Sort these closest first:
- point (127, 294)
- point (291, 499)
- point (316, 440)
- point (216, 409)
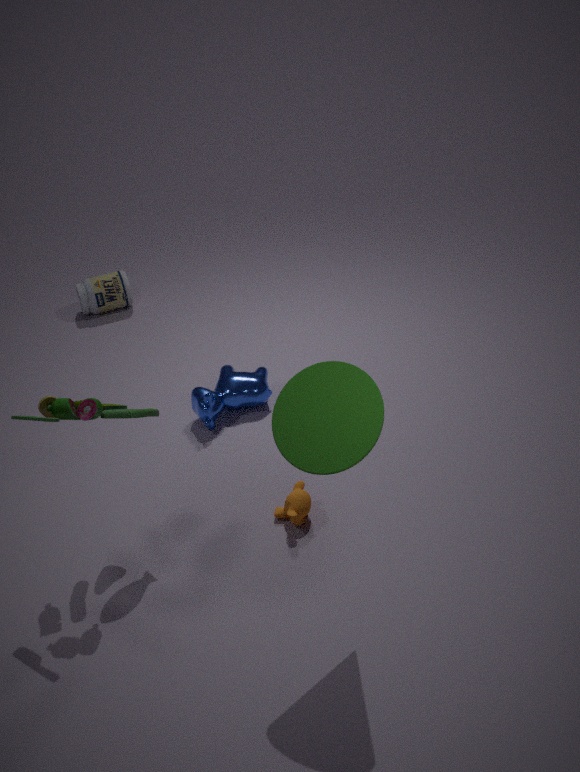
point (316, 440)
point (291, 499)
point (216, 409)
point (127, 294)
